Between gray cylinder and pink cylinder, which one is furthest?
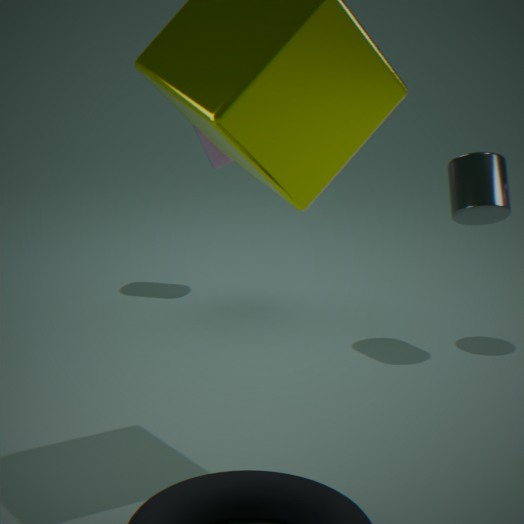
pink cylinder
